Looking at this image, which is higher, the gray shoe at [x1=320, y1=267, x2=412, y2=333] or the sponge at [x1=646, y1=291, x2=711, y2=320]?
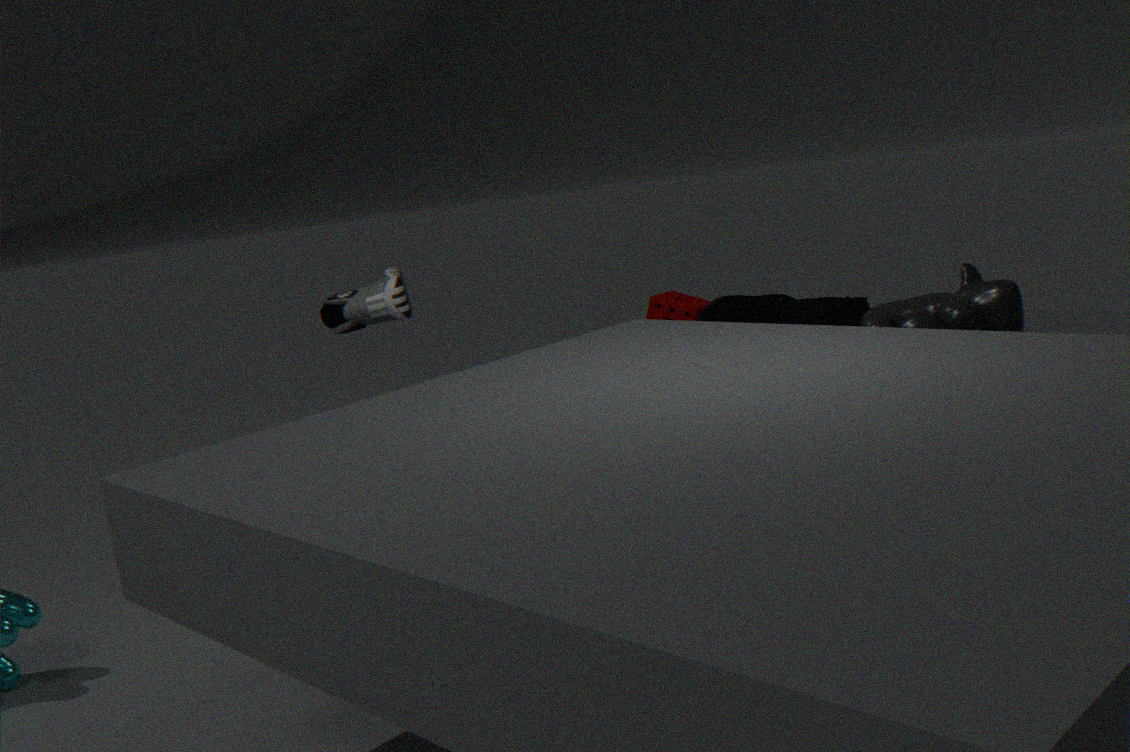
→ the gray shoe at [x1=320, y1=267, x2=412, y2=333]
